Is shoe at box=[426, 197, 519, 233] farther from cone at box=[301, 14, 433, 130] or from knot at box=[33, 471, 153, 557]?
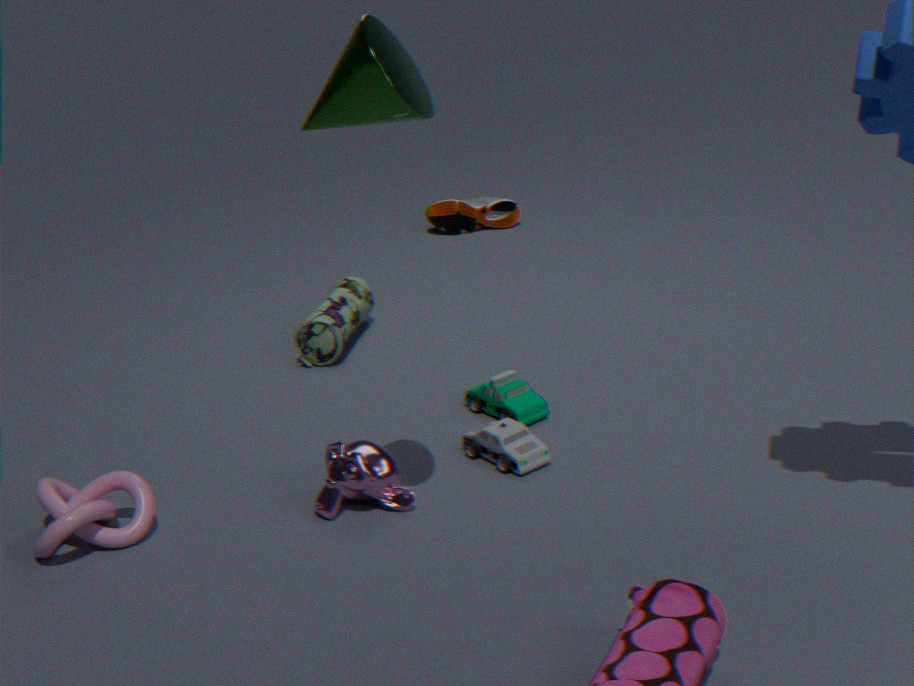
cone at box=[301, 14, 433, 130]
